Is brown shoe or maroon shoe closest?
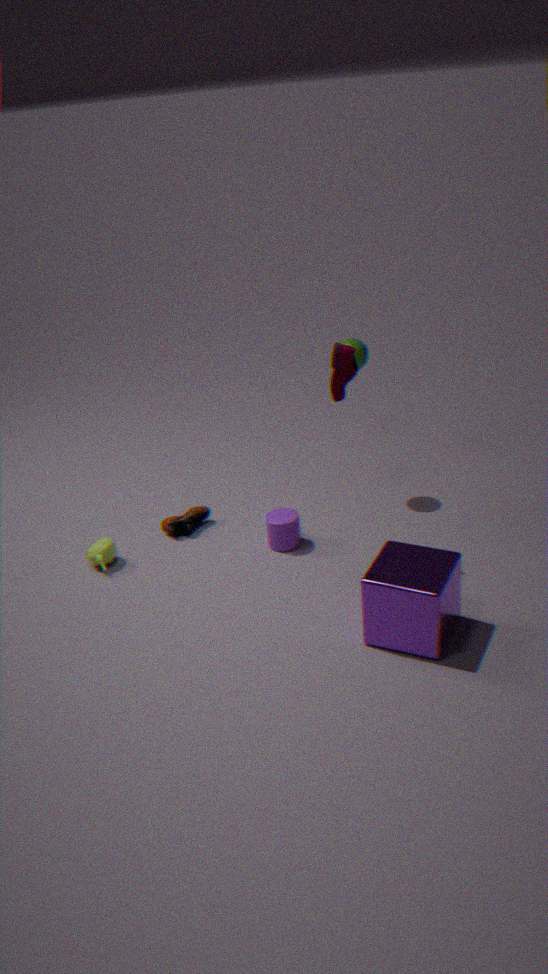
A: maroon shoe
